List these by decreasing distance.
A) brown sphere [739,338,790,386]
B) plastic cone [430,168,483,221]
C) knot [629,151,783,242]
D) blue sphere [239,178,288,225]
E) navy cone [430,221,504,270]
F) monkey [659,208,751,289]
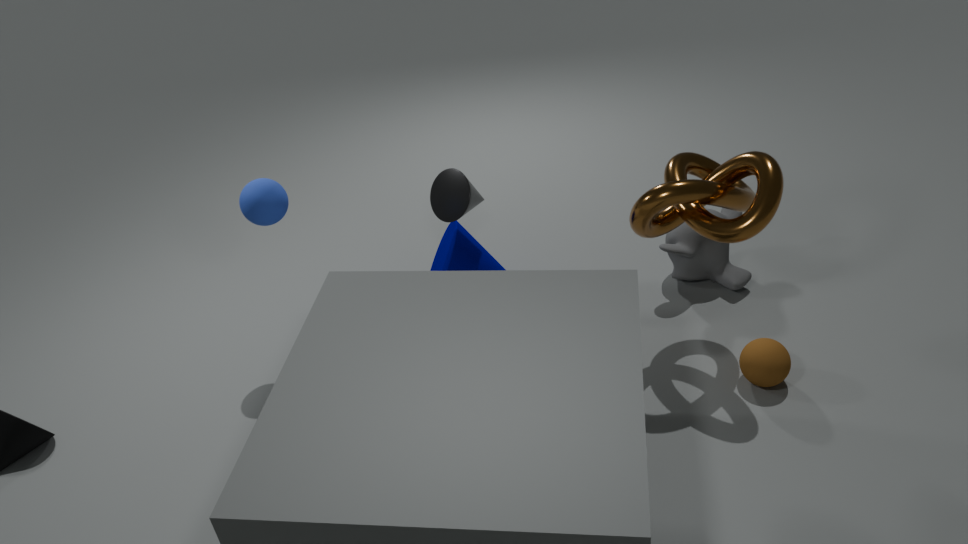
monkey [659,208,751,289]
navy cone [430,221,504,270]
plastic cone [430,168,483,221]
blue sphere [239,178,288,225]
brown sphere [739,338,790,386]
knot [629,151,783,242]
